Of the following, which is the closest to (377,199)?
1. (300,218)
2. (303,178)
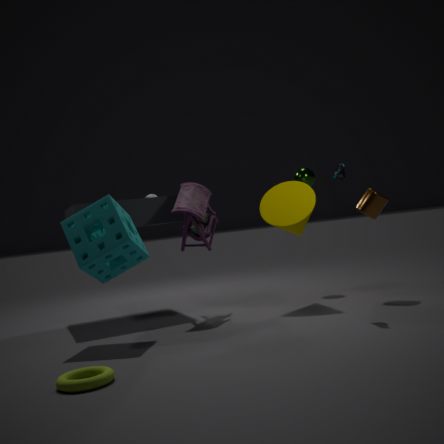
(300,218)
